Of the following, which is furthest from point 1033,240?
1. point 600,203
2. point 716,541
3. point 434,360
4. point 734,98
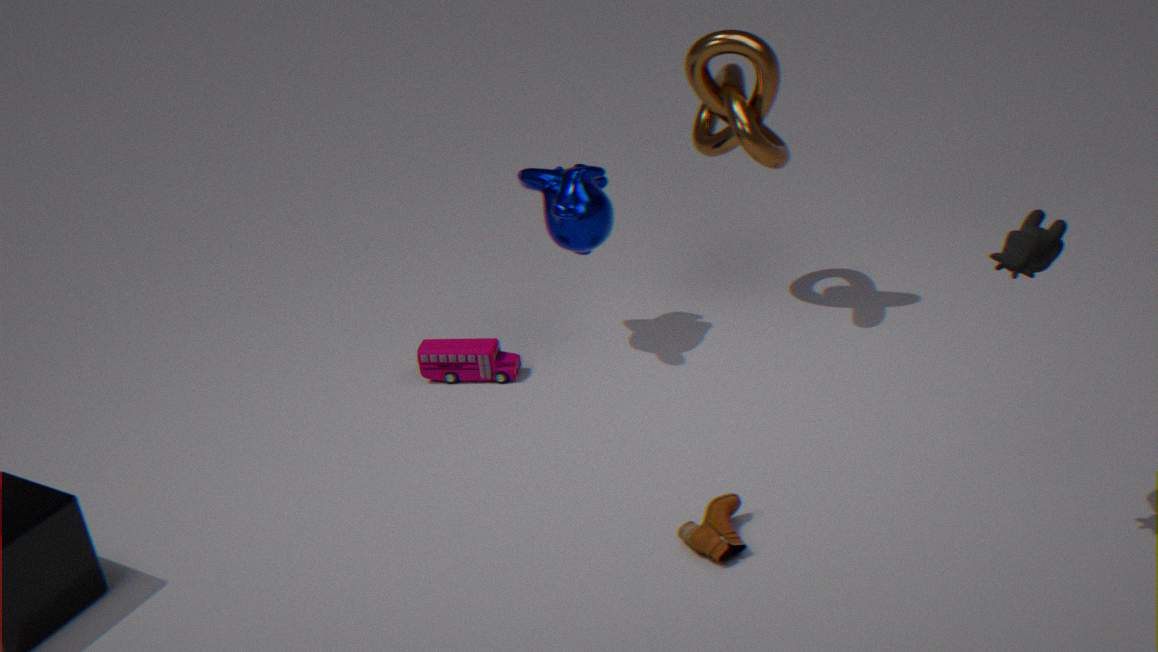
point 434,360
